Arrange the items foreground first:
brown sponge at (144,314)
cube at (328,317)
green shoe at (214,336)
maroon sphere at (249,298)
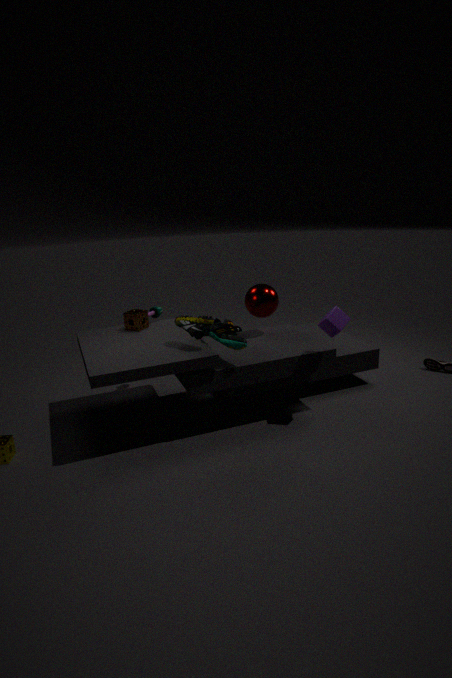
green shoe at (214,336)
cube at (328,317)
brown sponge at (144,314)
maroon sphere at (249,298)
